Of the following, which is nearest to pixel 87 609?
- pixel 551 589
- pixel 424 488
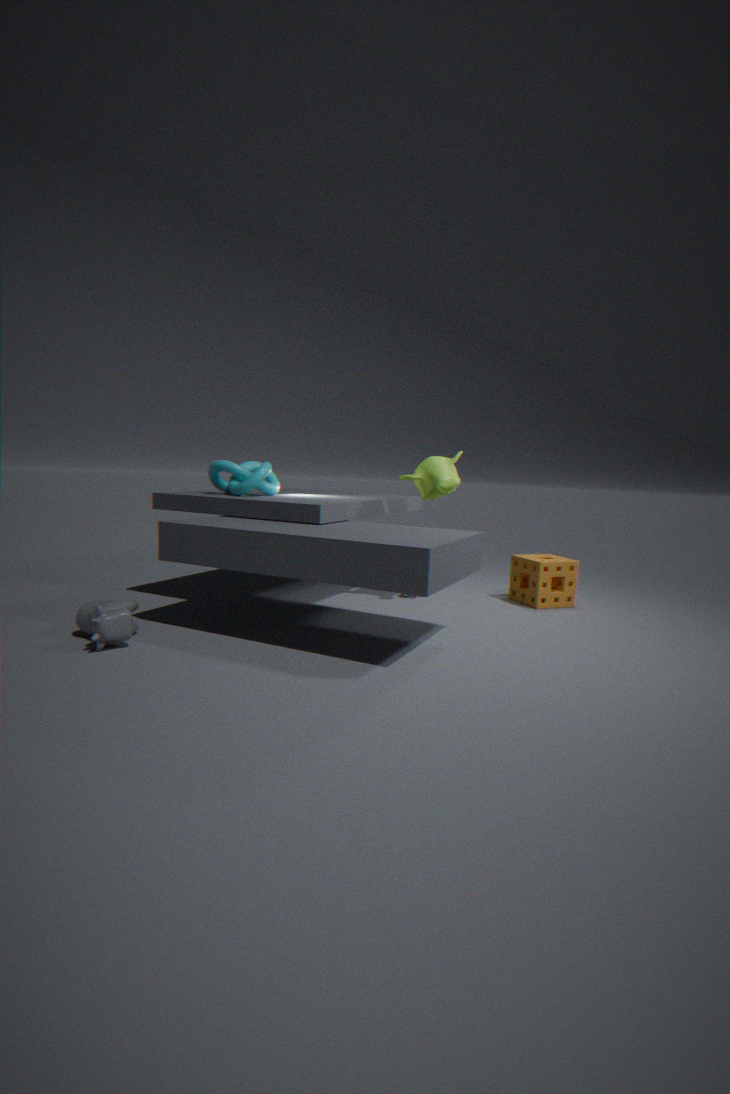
pixel 424 488
